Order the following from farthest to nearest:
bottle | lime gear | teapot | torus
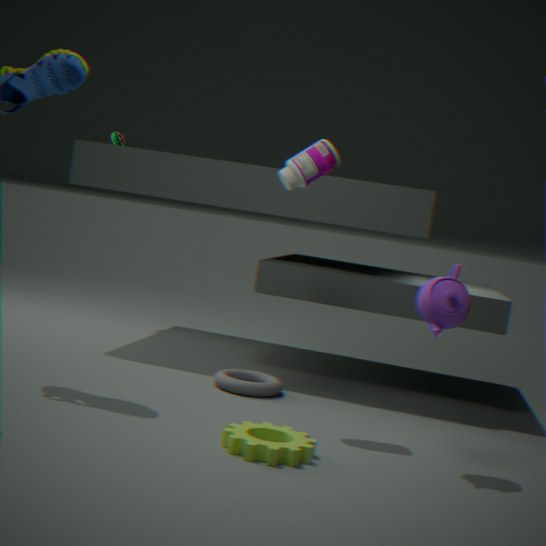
torus < bottle < teapot < lime gear
